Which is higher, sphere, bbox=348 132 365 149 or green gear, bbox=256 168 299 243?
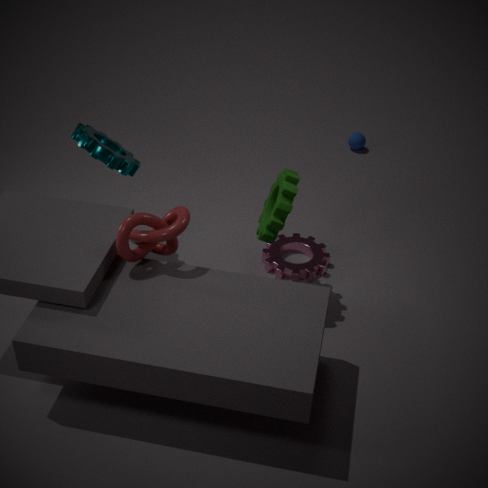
green gear, bbox=256 168 299 243
